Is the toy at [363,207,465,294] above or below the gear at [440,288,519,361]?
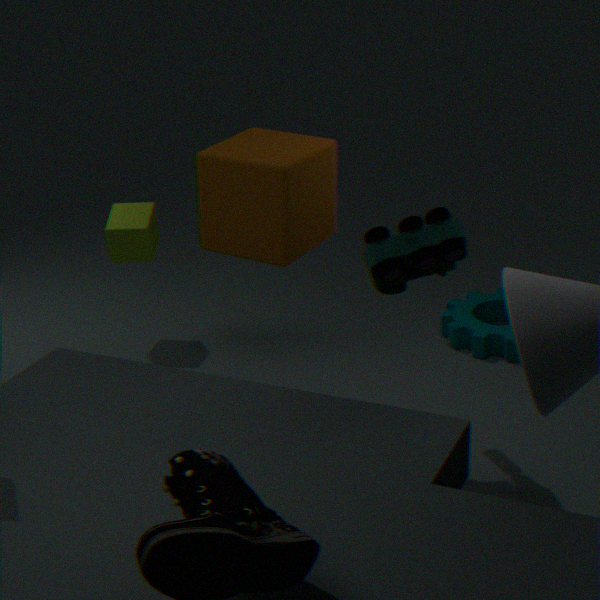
above
